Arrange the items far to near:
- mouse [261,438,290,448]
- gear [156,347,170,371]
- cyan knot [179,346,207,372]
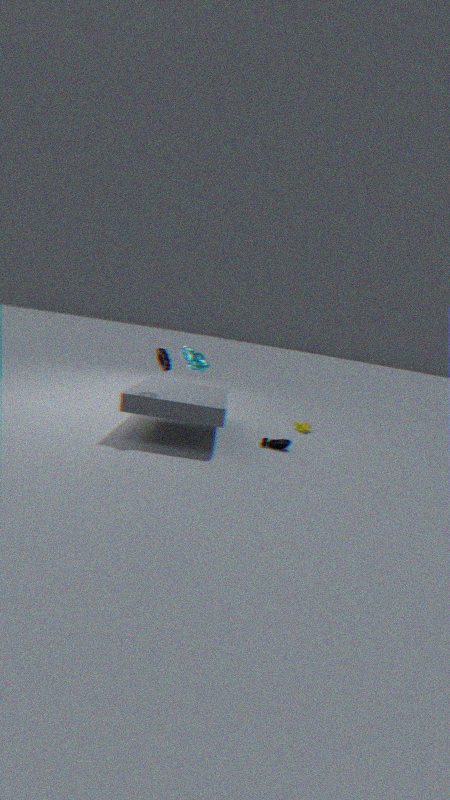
cyan knot [179,346,207,372]
mouse [261,438,290,448]
gear [156,347,170,371]
